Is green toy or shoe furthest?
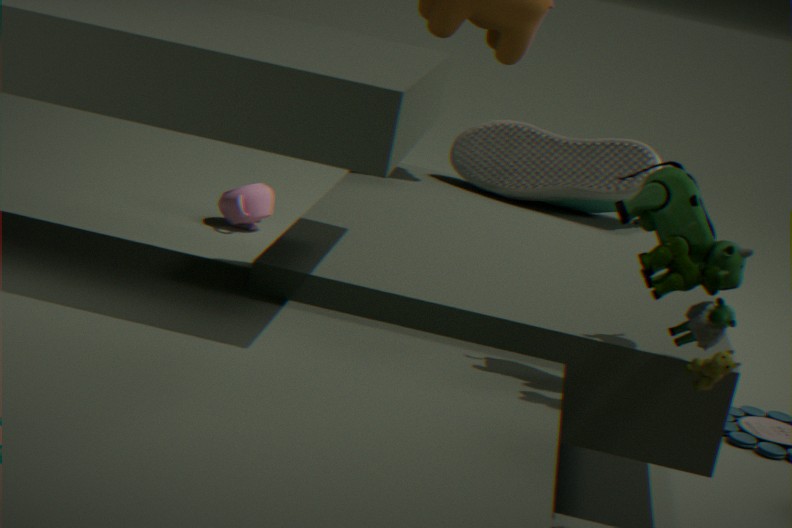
shoe
